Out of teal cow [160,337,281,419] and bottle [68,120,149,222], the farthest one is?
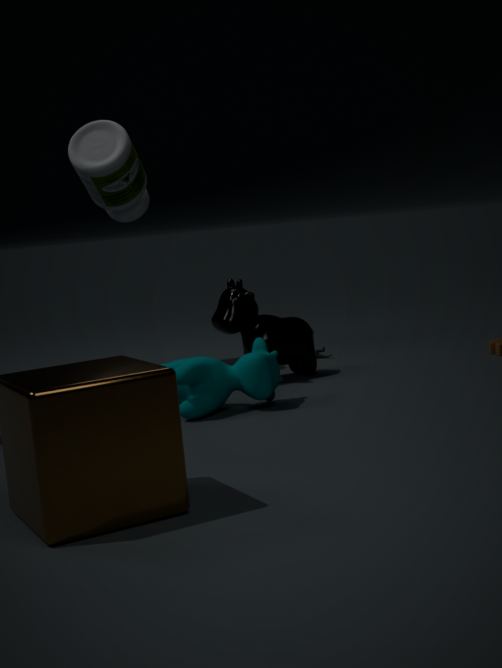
bottle [68,120,149,222]
